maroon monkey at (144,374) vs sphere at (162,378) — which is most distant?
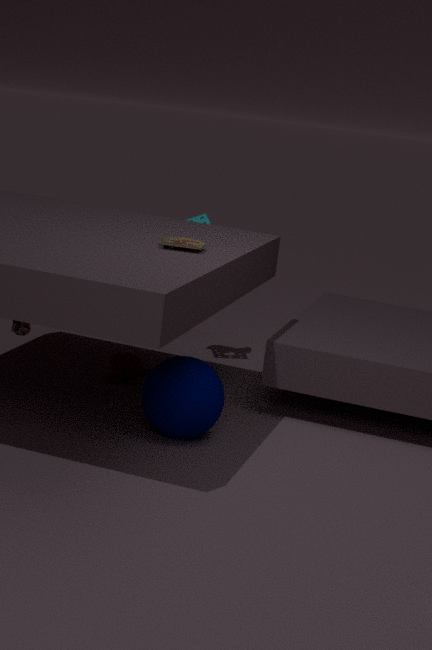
maroon monkey at (144,374)
